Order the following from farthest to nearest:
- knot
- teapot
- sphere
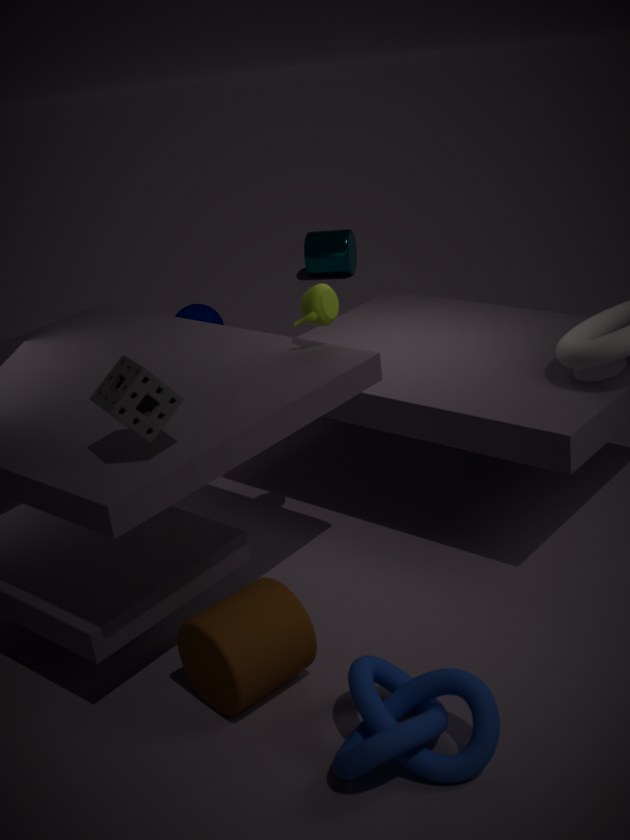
sphere < teapot < knot
